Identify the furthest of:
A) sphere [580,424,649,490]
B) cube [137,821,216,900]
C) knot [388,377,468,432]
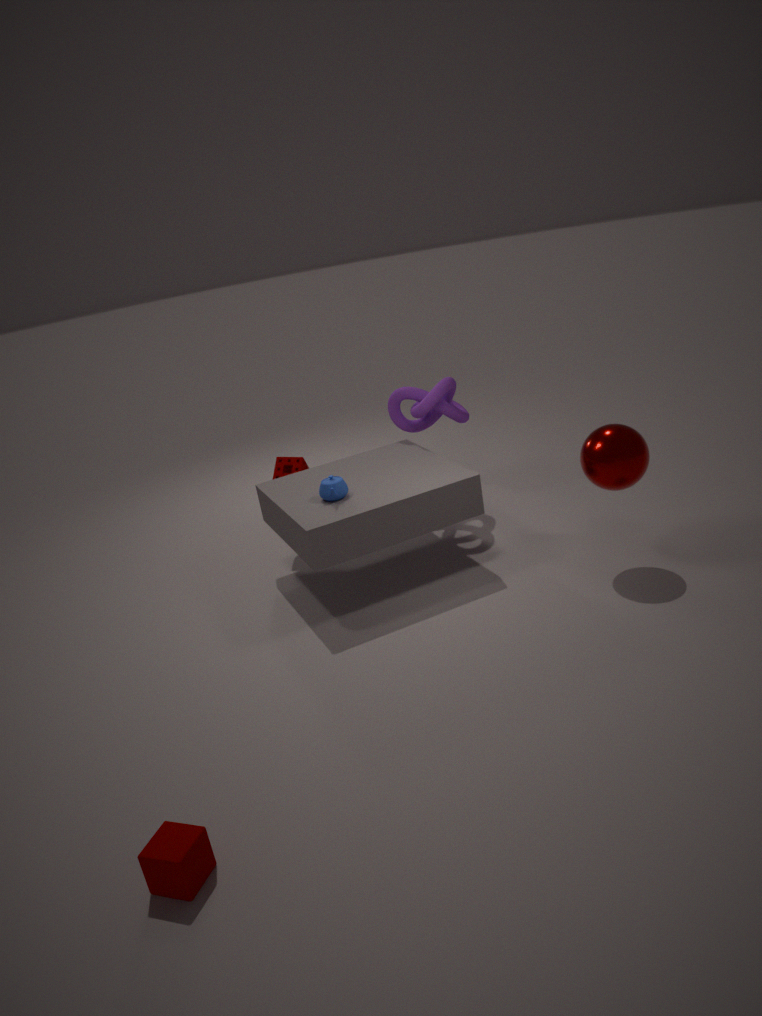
knot [388,377,468,432]
